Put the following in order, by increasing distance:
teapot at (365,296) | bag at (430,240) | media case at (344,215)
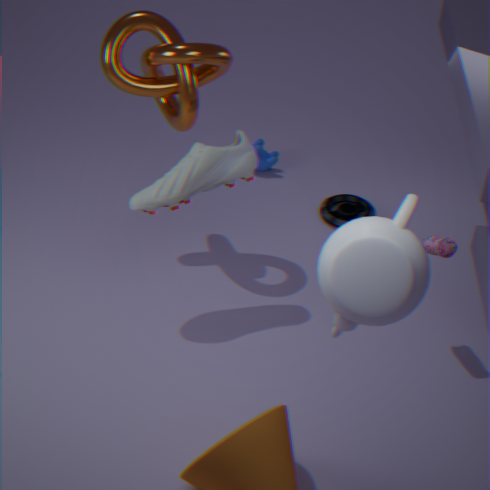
teapot at (365,296), bag at (430,240), media case at (344,215)
